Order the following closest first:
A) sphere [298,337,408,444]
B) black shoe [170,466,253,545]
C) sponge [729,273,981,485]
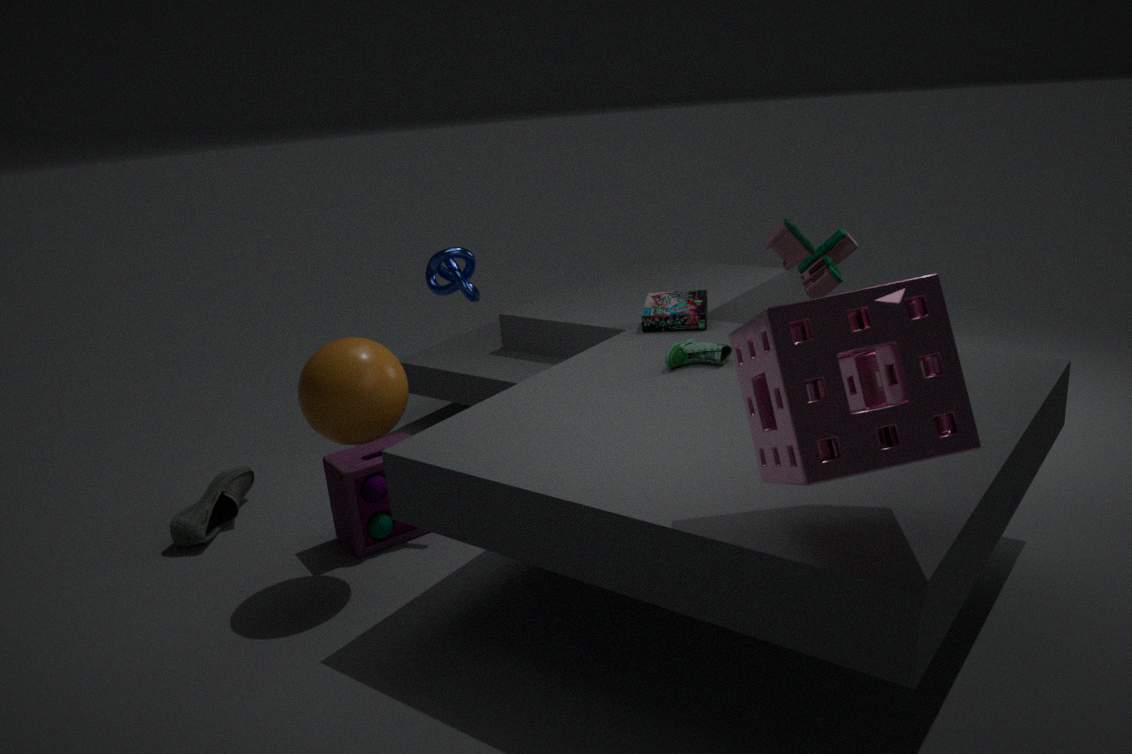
sponge [729,273,981,485]
sphere [298,337,408,444]
black shoe [170,466,253,545]
